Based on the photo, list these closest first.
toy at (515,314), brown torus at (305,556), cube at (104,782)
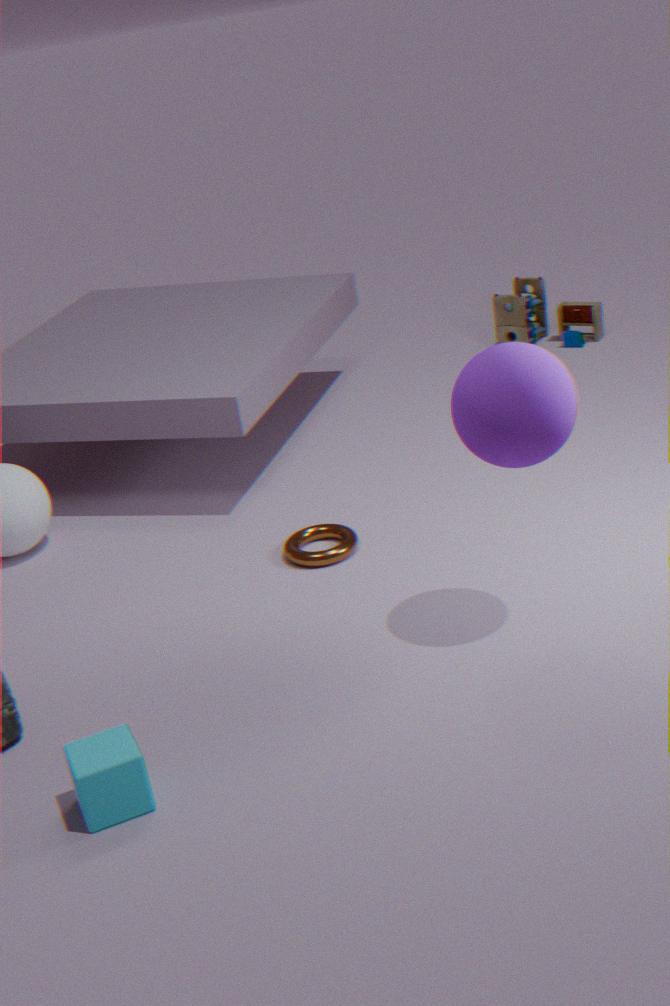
1. cube at (104,782)
2. brown torus at (305,556)
3. toy at (515,314)
